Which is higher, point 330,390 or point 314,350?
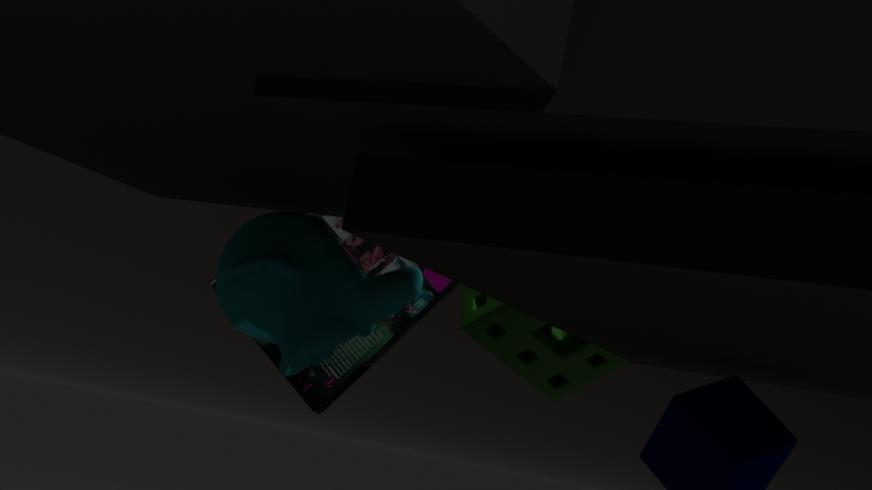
point 330,390
